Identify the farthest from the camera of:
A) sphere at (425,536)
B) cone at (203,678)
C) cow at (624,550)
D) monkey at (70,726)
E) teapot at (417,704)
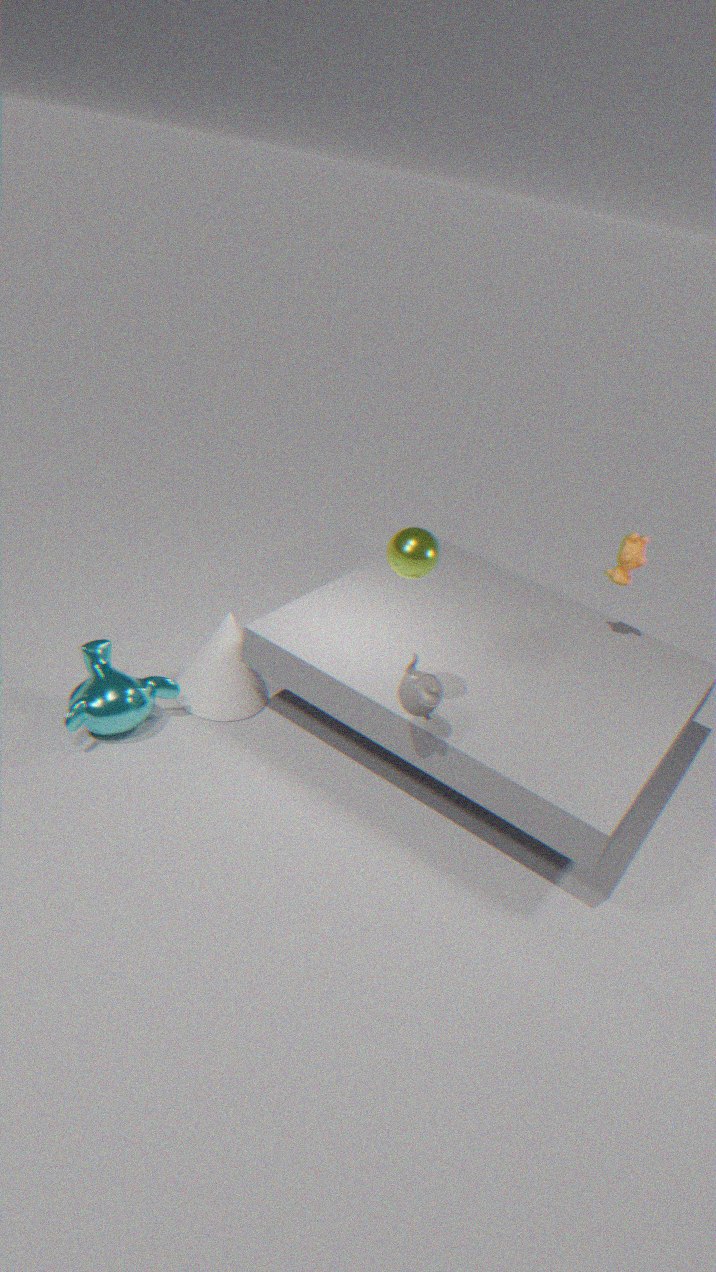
cow at (624,550)
